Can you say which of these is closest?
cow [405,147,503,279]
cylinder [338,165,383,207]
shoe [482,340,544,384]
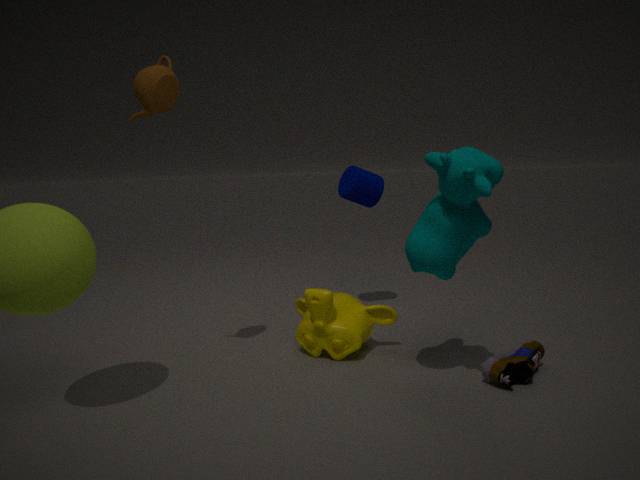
cow [405,147,503,279]
